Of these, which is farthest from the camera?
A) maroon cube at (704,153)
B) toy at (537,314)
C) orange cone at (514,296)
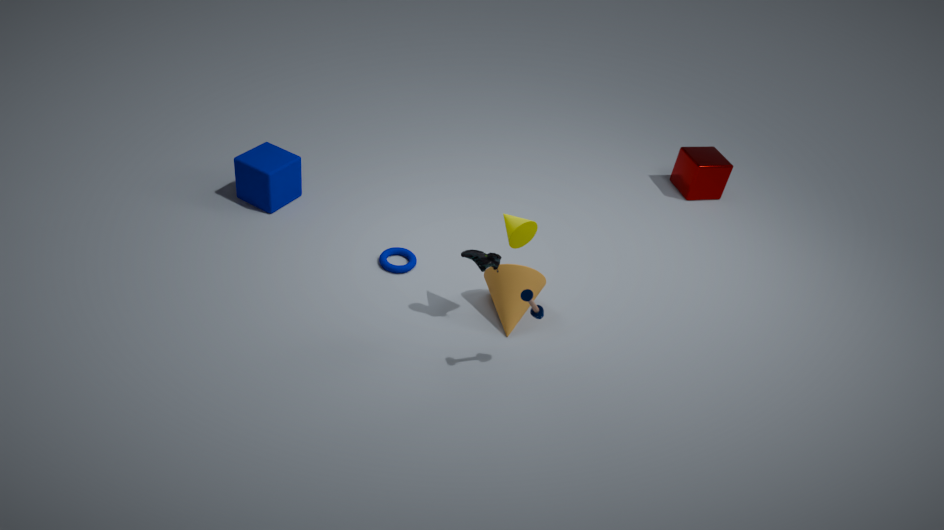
maroon cube at (704,153)
